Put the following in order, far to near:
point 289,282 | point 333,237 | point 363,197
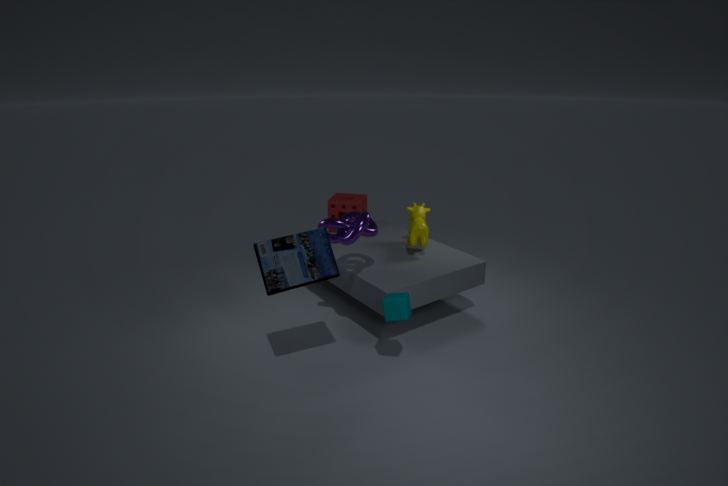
point 363,197 < point 333,237 < point 289,282
